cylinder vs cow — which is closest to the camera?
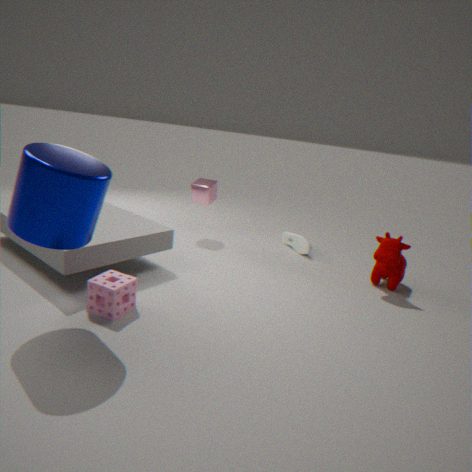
cylinder
